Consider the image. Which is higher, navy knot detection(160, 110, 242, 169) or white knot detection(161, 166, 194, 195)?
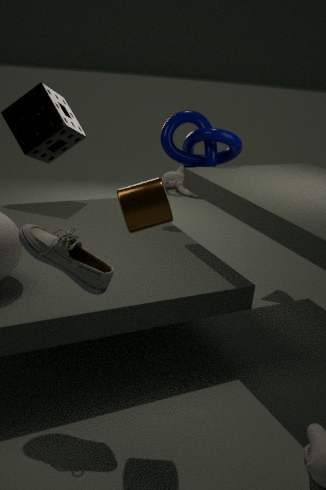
navy knot detection(160, 110, 242, 169)
